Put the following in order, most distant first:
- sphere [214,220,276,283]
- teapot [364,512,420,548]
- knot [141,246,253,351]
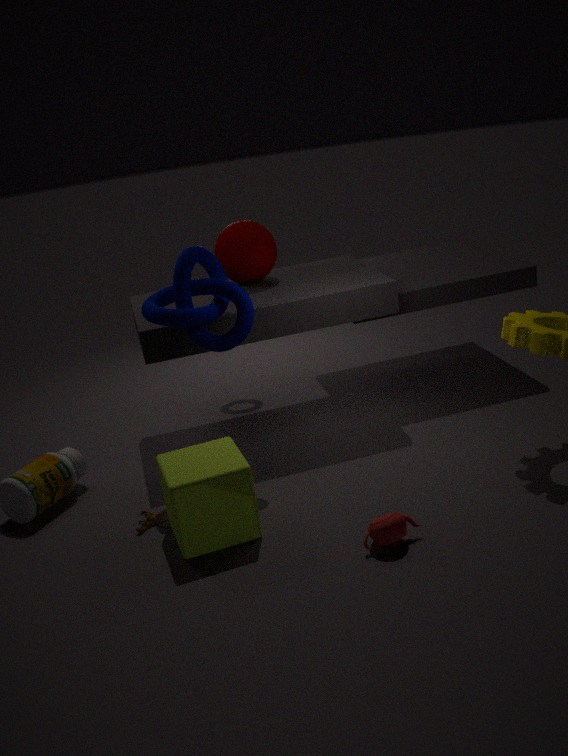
sphere [214,220,276,283] → knot [141,246,253,351] → teapot [364,512,420,548]
